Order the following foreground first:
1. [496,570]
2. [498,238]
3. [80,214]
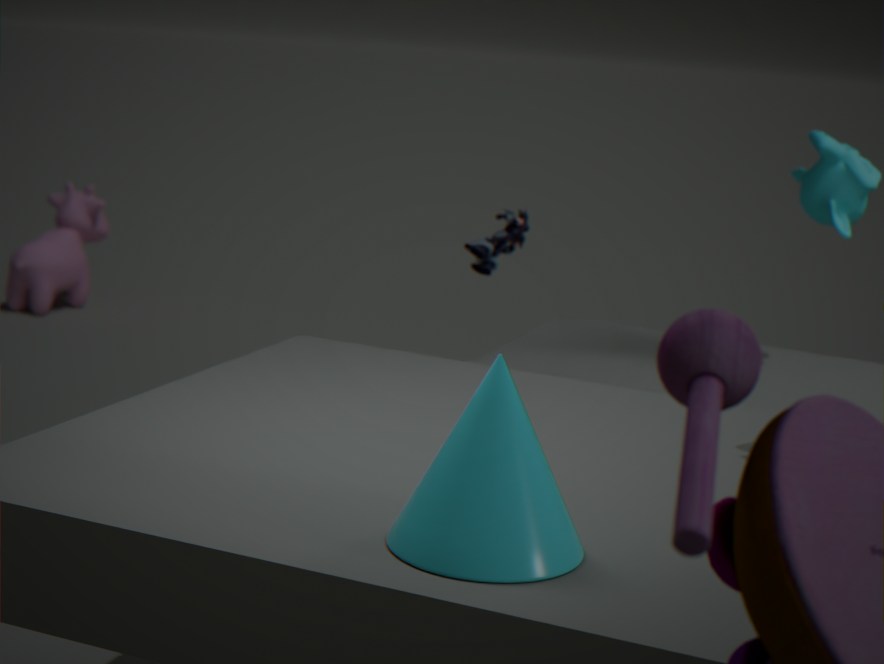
[496,570], [498,238], [80,214]
